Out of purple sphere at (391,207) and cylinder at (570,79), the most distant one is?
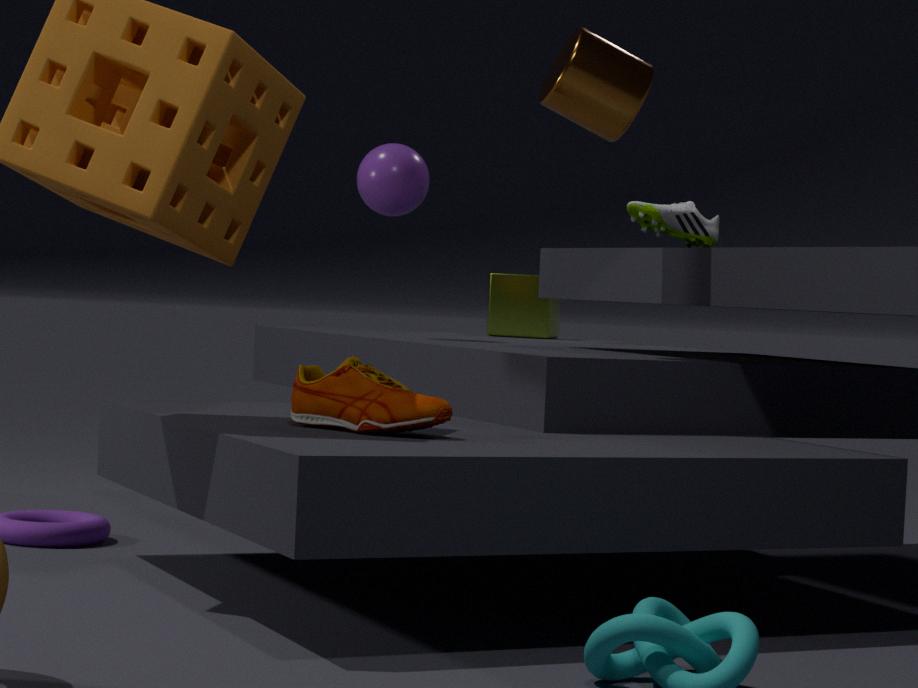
purple sphere at (391,207)
